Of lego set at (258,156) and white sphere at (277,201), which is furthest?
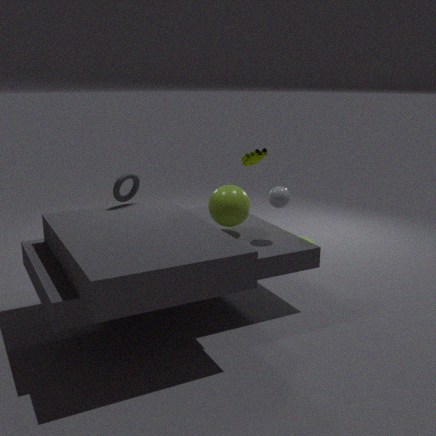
lego set at (258,156)
